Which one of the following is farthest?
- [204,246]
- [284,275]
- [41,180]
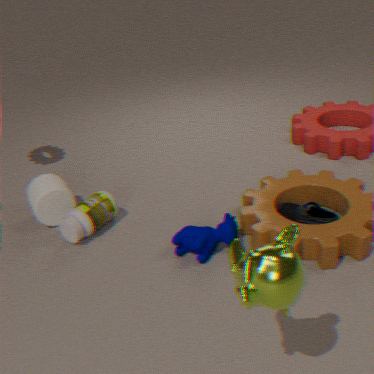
[41,180]
